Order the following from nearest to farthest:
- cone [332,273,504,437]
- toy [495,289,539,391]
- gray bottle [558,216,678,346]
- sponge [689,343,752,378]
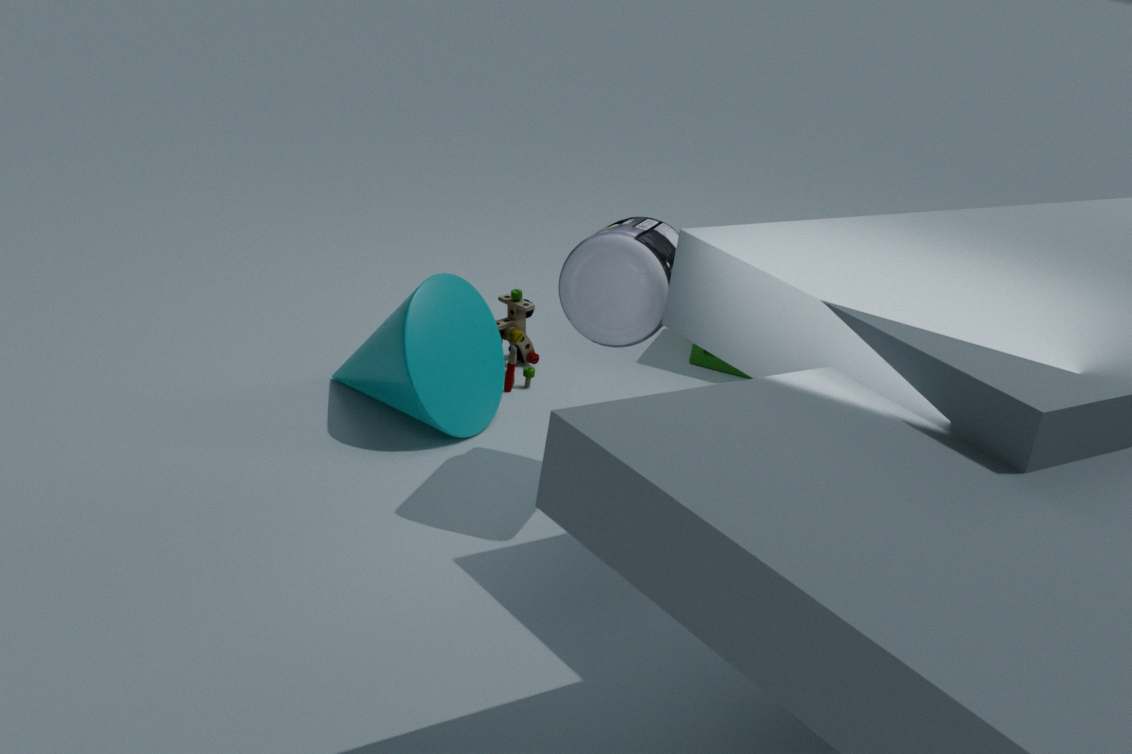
gray bottle [558,216,678,346] → cone [332,273,504,437] → toy [495,289,539,391] → sponge [689,343,752,378]
